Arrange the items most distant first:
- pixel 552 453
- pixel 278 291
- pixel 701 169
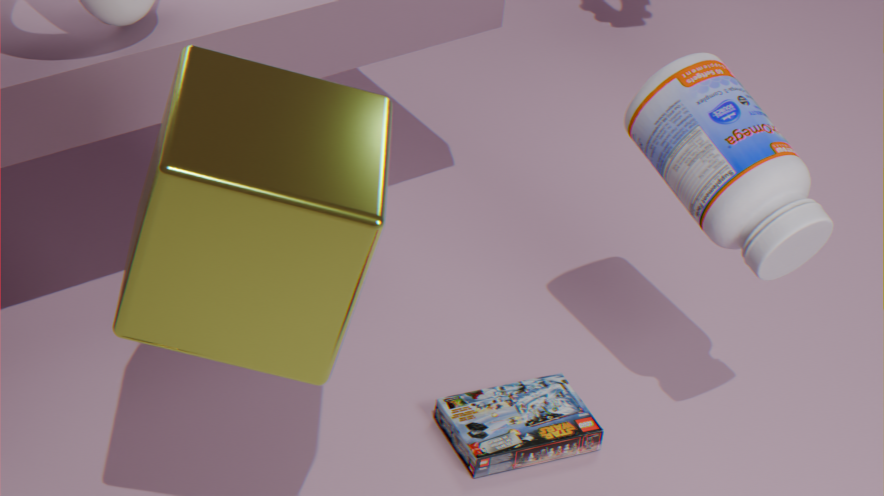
pixel 552 453, pixel 701 169, pixel 278 291
